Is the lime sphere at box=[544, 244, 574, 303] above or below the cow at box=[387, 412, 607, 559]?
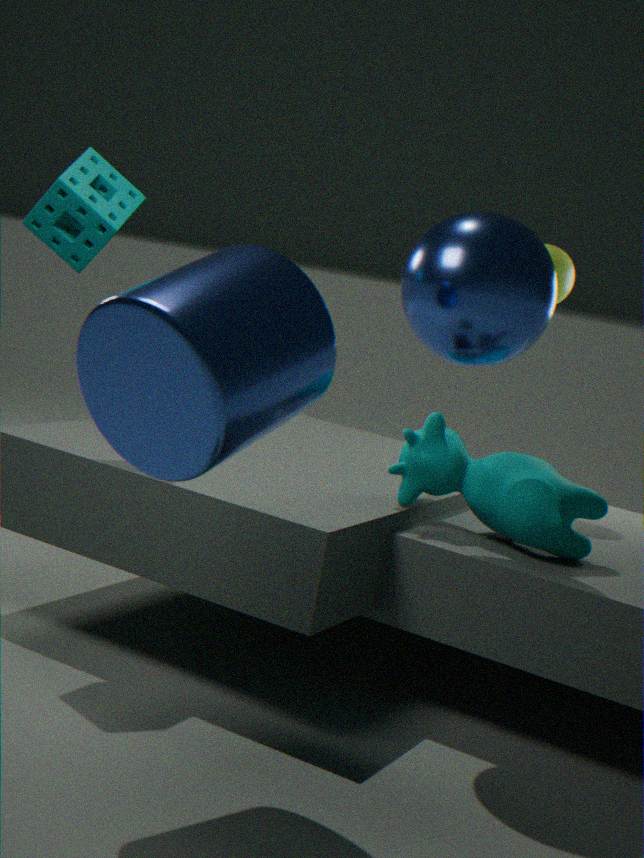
above
